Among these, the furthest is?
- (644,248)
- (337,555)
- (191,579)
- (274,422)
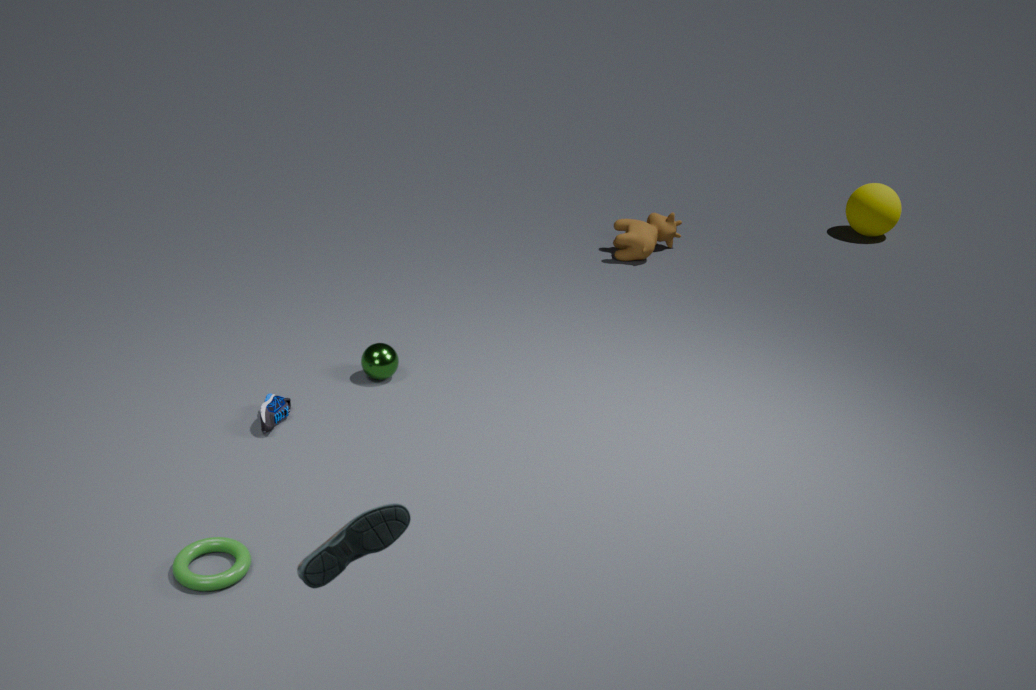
(644,248)
